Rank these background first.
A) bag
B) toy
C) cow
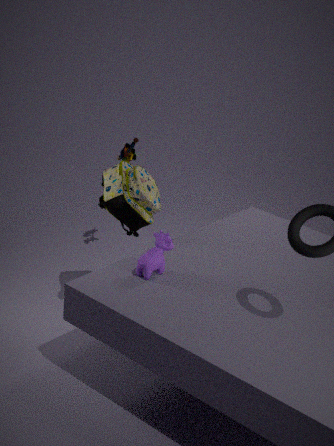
toy → bag → cow
